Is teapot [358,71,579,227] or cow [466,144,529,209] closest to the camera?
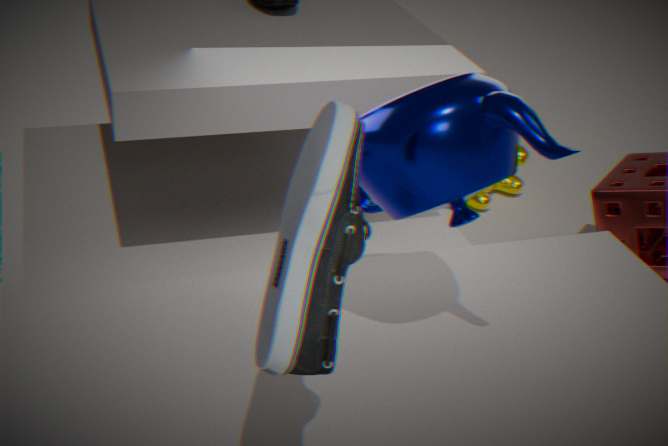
teapot [358,71,579,227]
